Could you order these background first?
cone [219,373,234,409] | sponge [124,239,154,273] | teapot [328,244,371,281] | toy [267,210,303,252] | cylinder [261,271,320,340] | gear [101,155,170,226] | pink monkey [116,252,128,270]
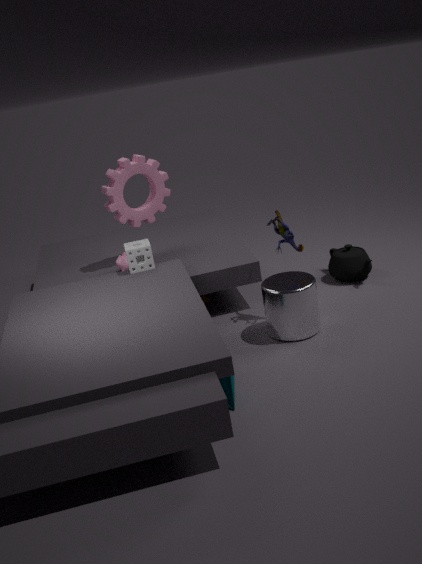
teapot [328,244,371,281]
gear [101,155,170,226]
pink monkey [116,252,128,270]
sponge [124,239,154,273]
toy [267,210,303,252]
cylinder [261,271,320,340]
cone [219,373,234,409]
